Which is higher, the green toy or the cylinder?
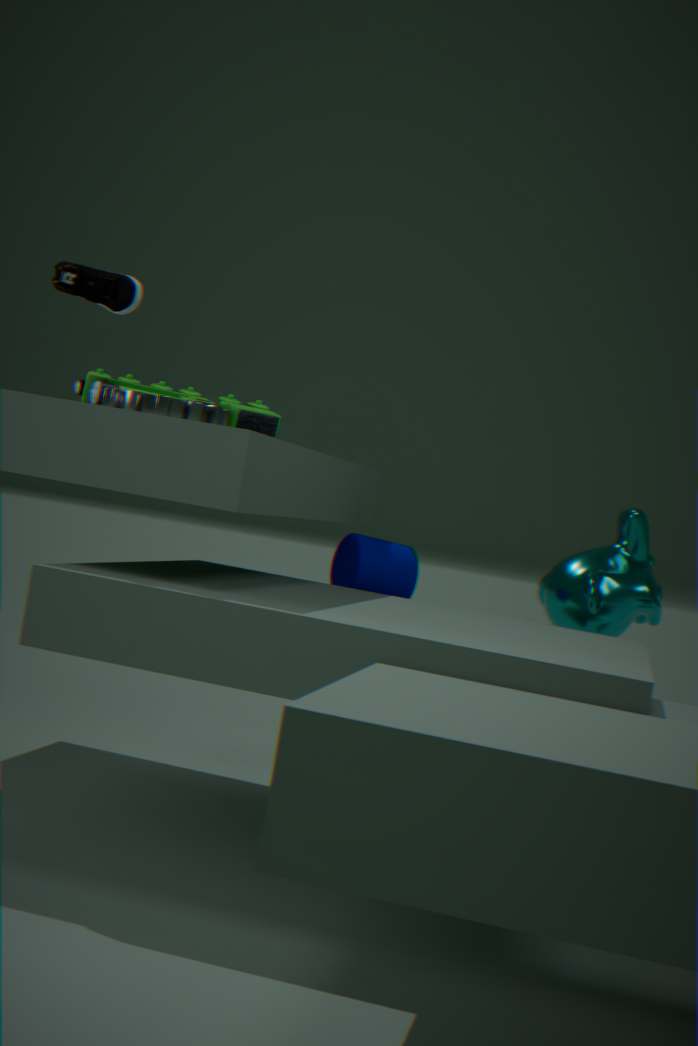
the green toy
